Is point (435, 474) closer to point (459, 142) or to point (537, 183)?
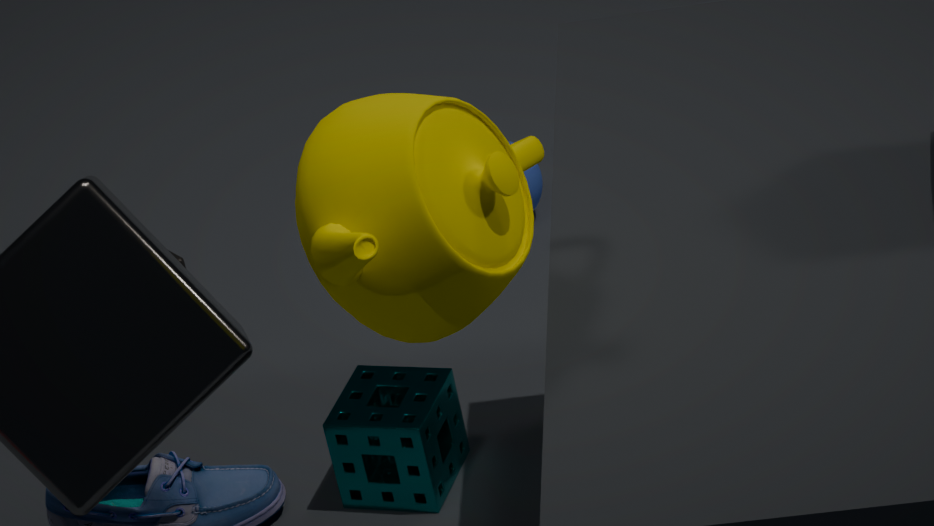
point (537, 183)
